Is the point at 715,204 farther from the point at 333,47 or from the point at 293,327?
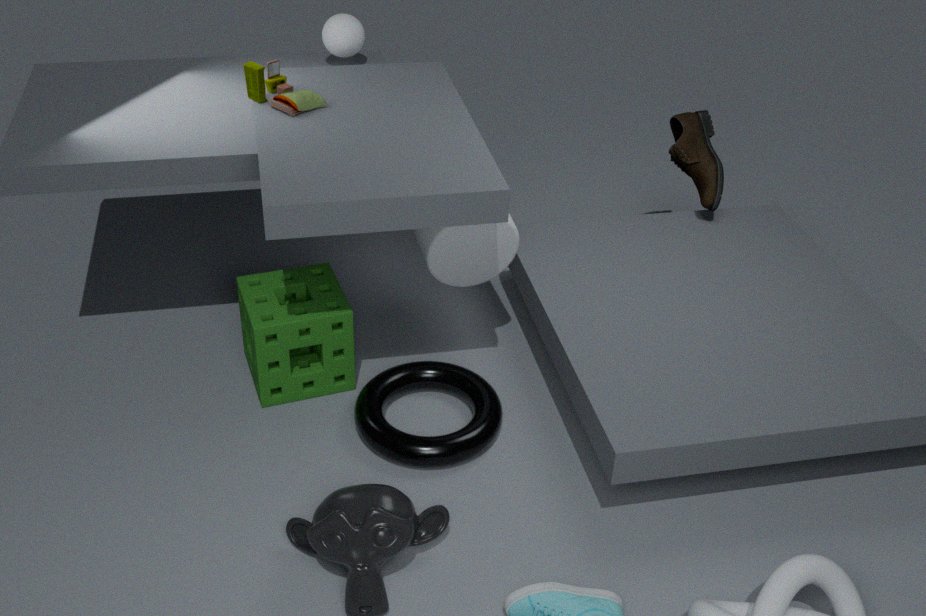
the point at 293,327
